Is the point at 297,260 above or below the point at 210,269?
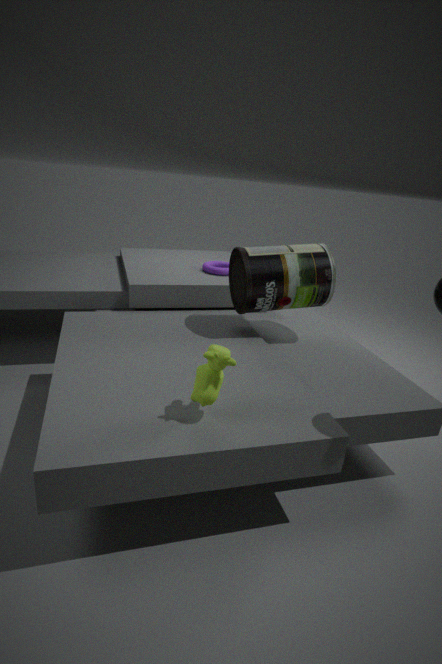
above
